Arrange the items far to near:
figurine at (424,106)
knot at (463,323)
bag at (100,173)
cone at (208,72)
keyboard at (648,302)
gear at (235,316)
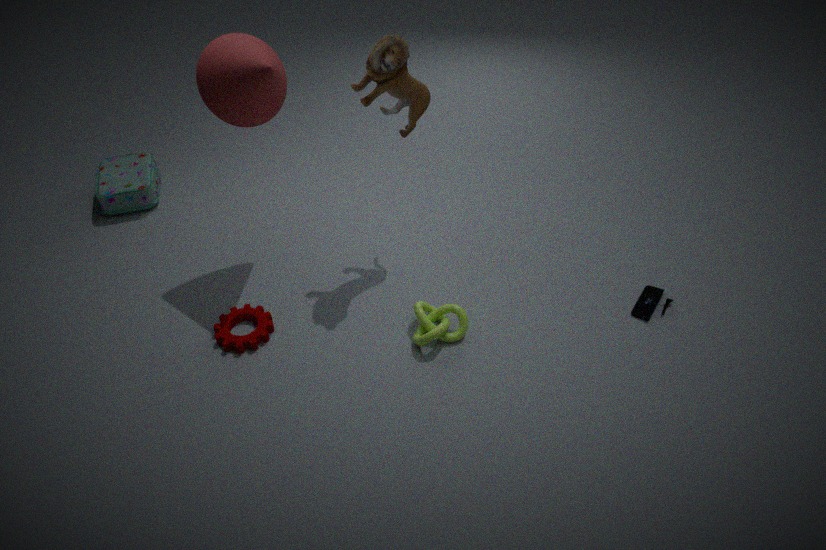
bag at (100,173) < keyboard at (648,302) < gear at (235,316) < knot at (463,323) < cone at (208,72) < figurine at (424,106)
